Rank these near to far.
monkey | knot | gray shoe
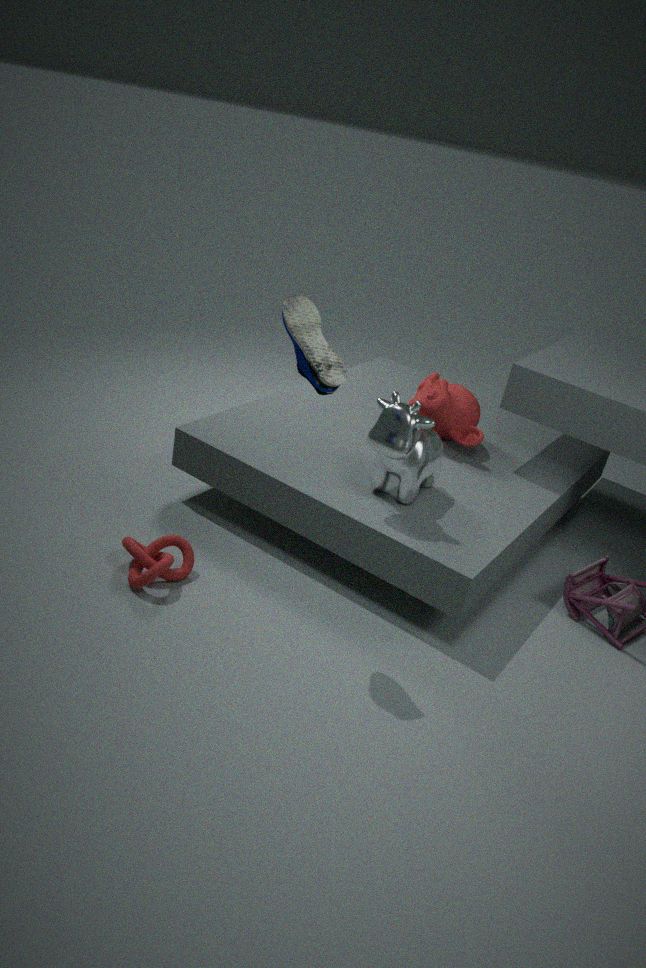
gray shoe
knot
monkey
